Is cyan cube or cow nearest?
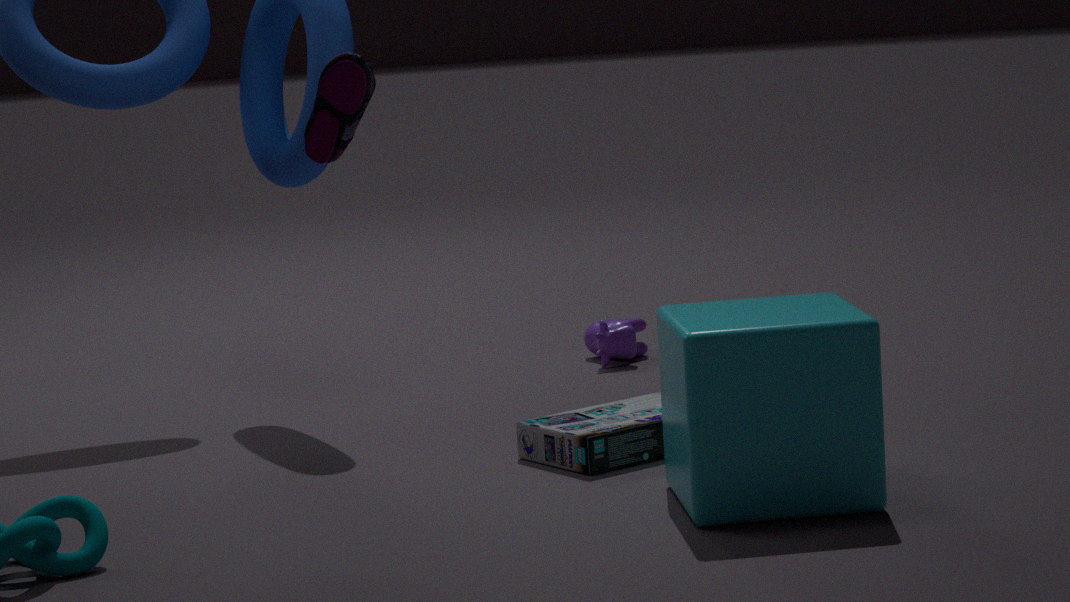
cyan cube
